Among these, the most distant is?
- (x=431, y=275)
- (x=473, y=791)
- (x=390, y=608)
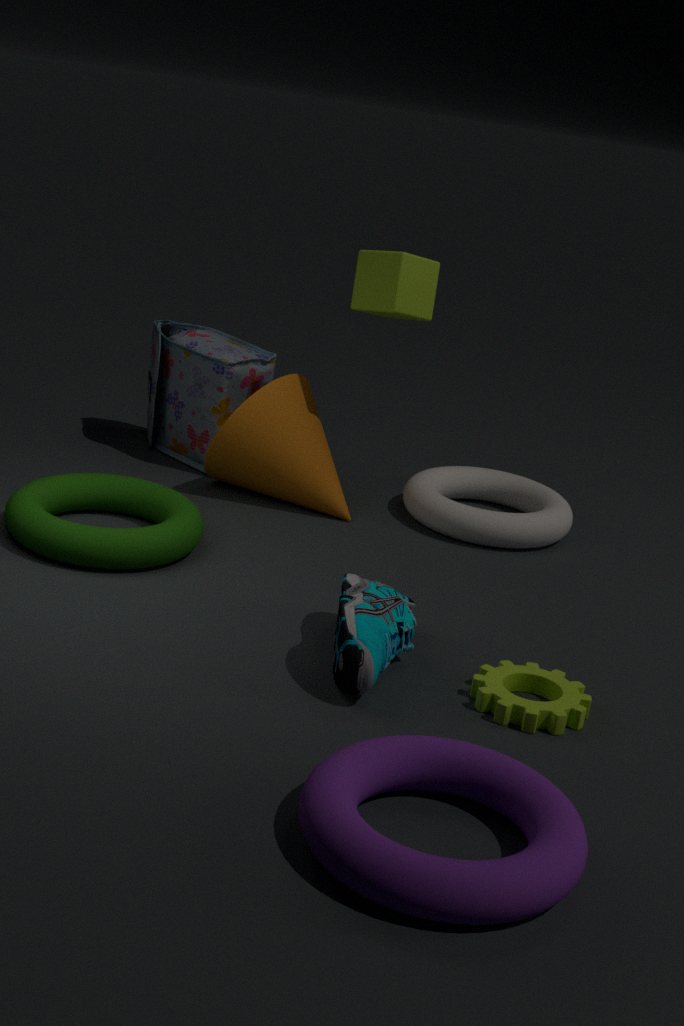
(x=431, y=275)
